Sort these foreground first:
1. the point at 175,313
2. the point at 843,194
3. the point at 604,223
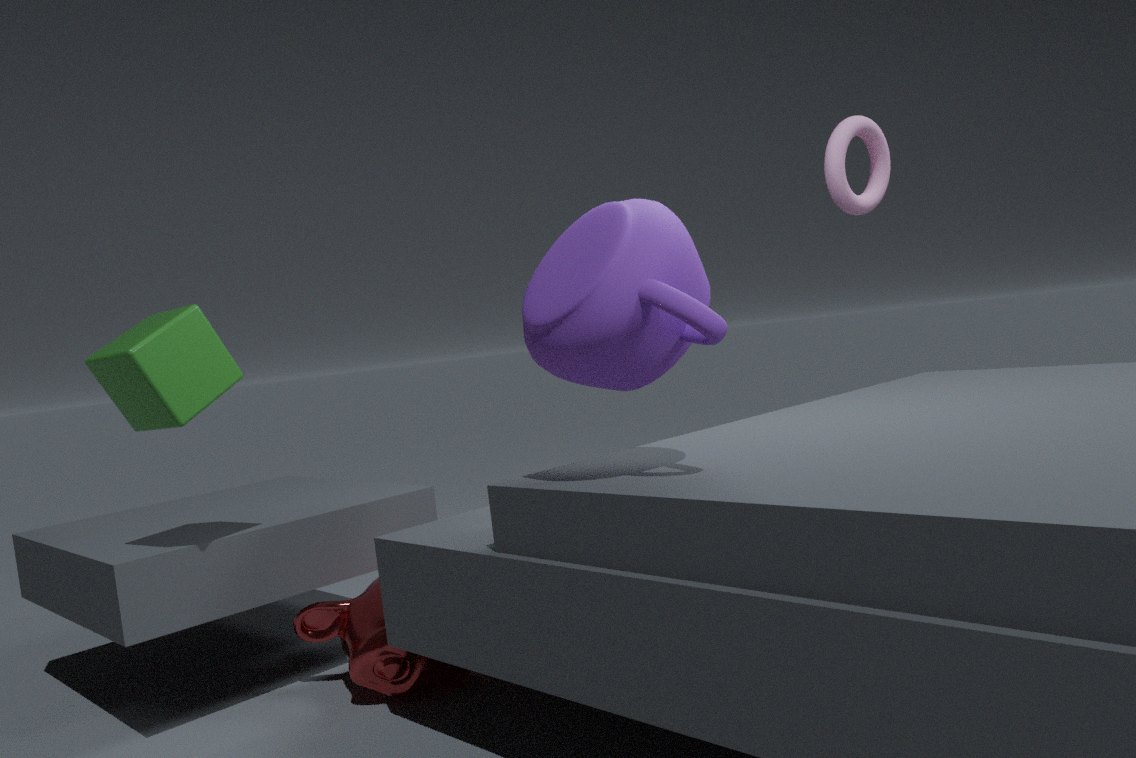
the point at 604,223 → the point at 175,313 → the point at 843,194
